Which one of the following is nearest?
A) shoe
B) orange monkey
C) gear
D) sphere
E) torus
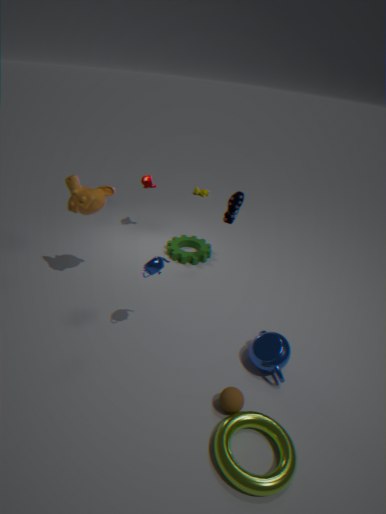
torus
